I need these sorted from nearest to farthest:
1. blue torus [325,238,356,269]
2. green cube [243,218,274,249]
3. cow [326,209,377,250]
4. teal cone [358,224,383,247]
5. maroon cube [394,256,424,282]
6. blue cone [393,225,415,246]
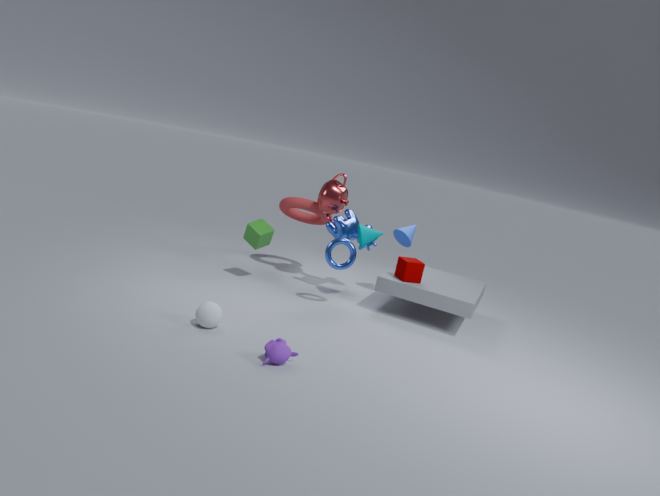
blue torus [325,238,356,269] → maroon cube [394,256,424,282] → teal cone [358,224,383,247] → green cube [243,218,274,249] → cow [326,209,377,250] → blue cone [393,225,415,246]
